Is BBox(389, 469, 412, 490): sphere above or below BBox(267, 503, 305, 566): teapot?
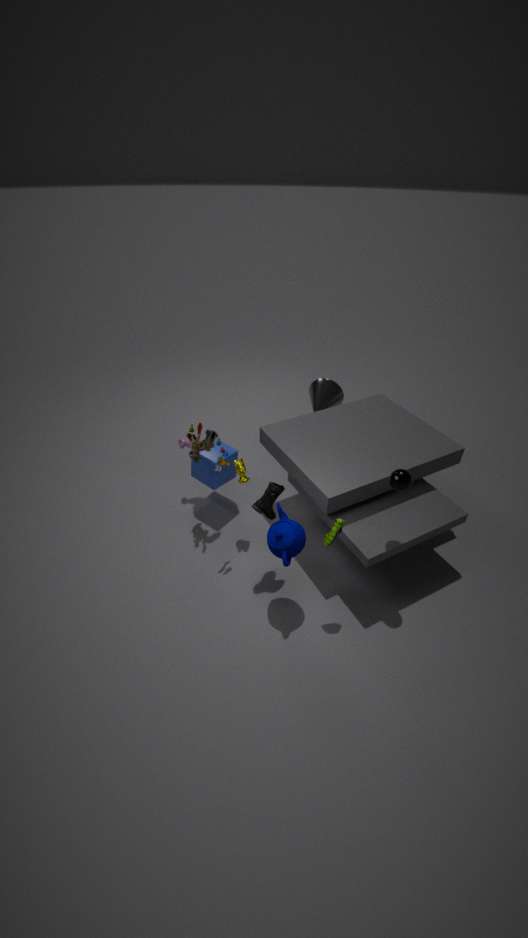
above
